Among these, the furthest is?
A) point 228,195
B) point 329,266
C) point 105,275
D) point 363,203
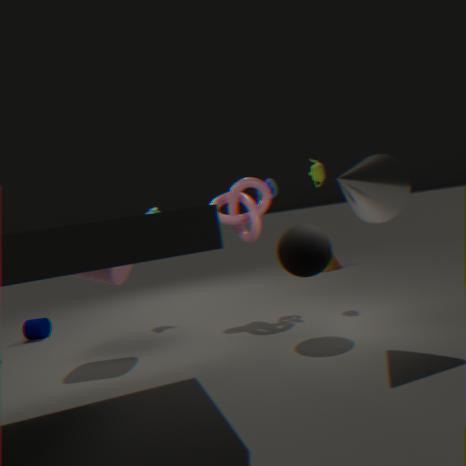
point 329,266
